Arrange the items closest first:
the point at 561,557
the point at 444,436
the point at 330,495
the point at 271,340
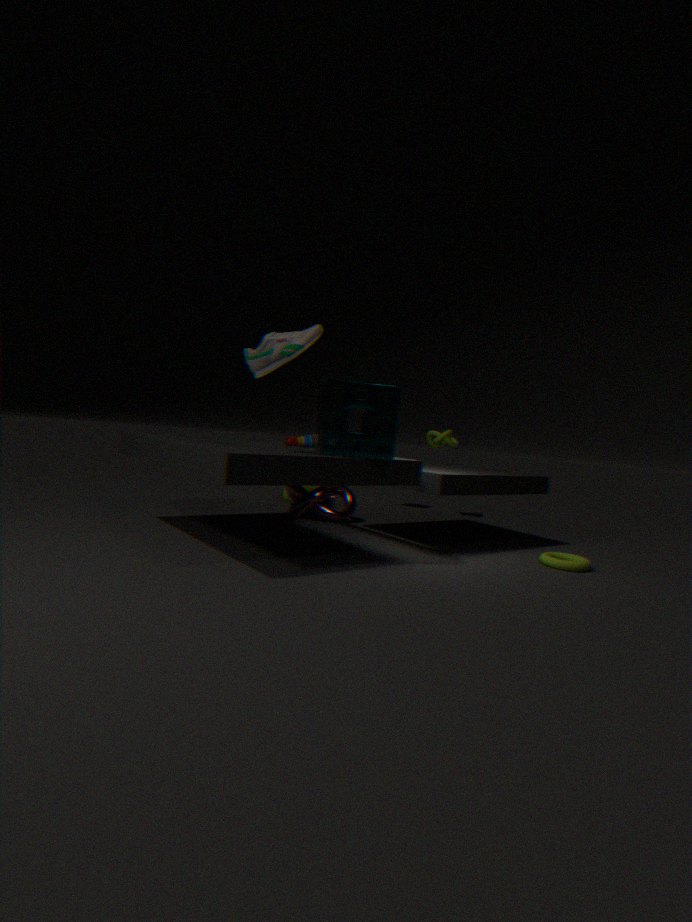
1. the point at 271,340
2. the point at 561,557
3. the point at 330,495
4. the point at 444,436
